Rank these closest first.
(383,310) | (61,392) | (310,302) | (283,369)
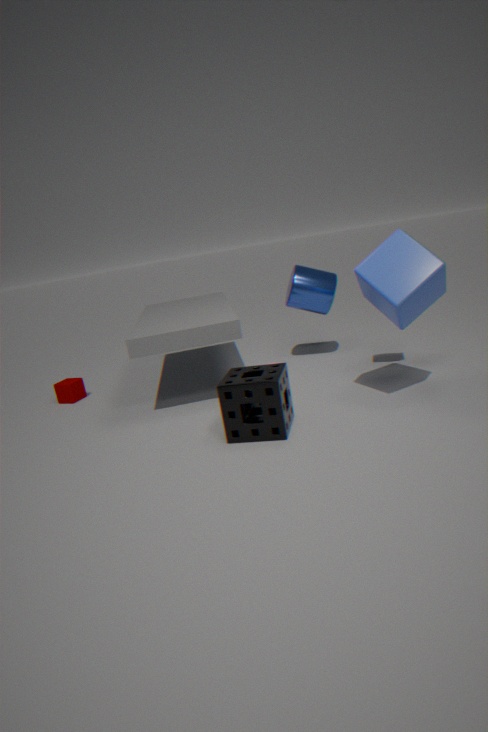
1. (283,369)
2. (383,310)
3. (310,302)
4. (61,392)
